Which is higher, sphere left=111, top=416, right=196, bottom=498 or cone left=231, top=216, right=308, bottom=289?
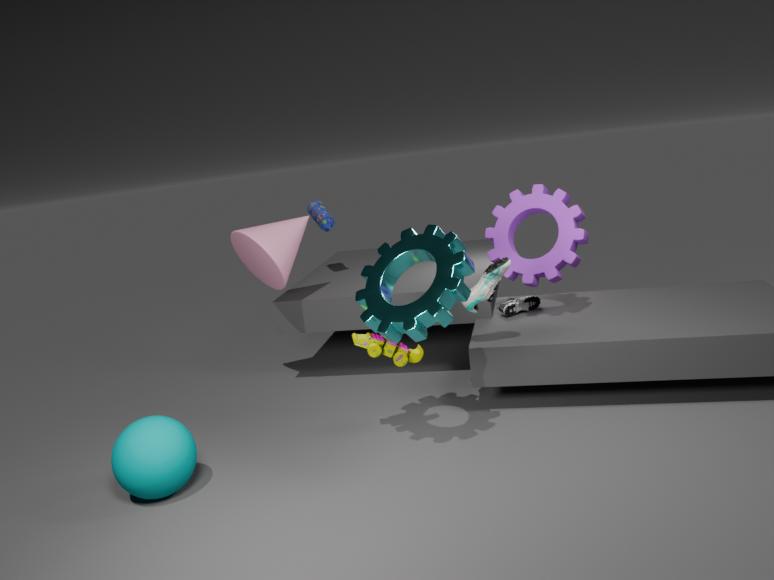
cone left=231, top=216, right=308, bottom=289
